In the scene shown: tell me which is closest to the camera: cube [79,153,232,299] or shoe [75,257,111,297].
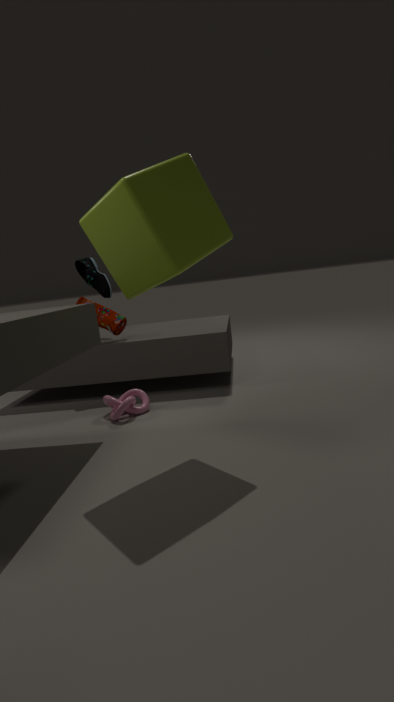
cube [79,153,232,299]
